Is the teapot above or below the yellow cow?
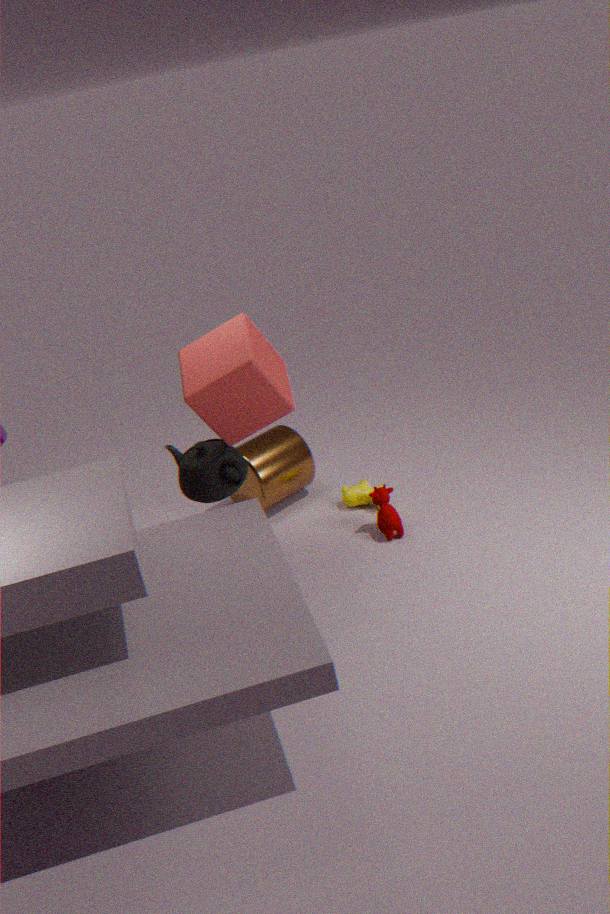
above
